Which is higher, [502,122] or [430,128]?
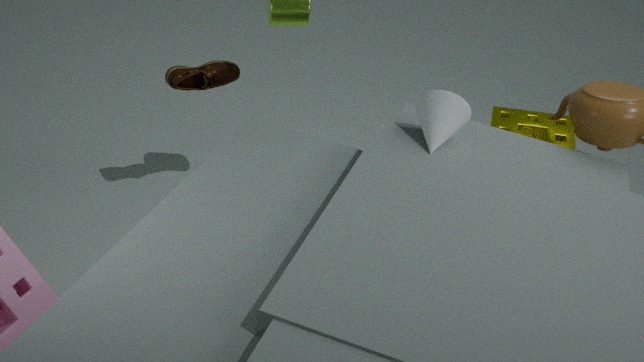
[430,128]
